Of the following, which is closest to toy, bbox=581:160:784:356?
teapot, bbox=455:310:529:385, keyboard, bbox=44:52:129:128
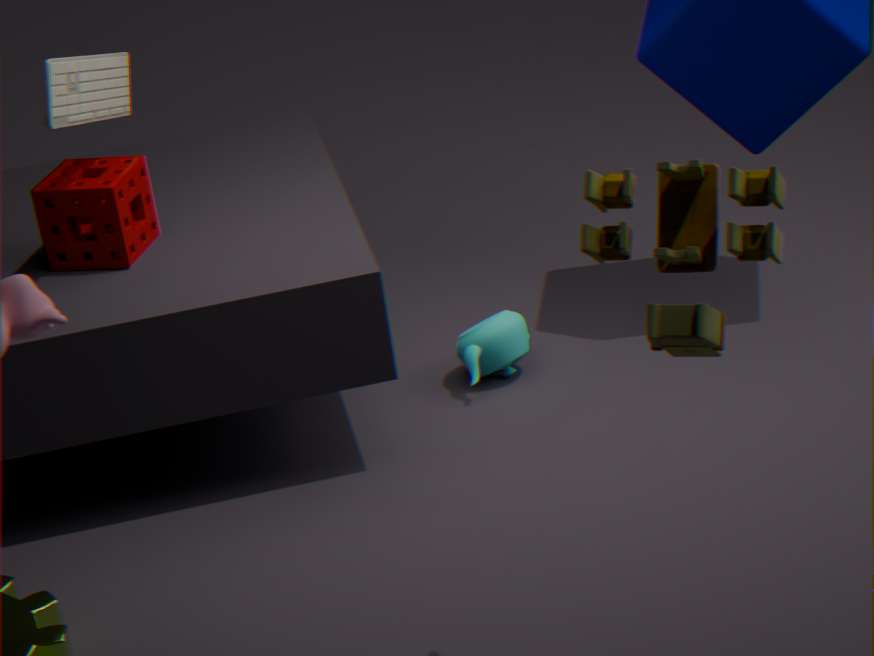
teapot, bbox=455:310:529:385
